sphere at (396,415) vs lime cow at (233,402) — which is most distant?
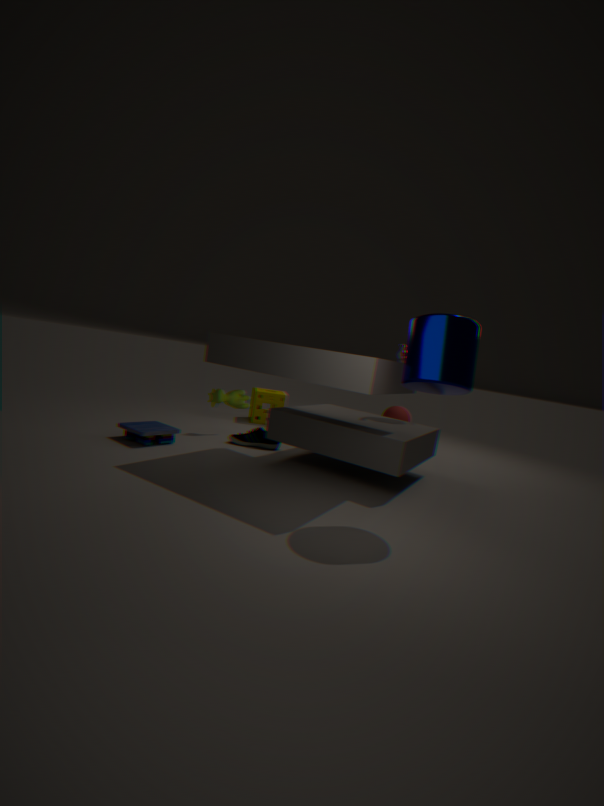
sphere at (396,415)
